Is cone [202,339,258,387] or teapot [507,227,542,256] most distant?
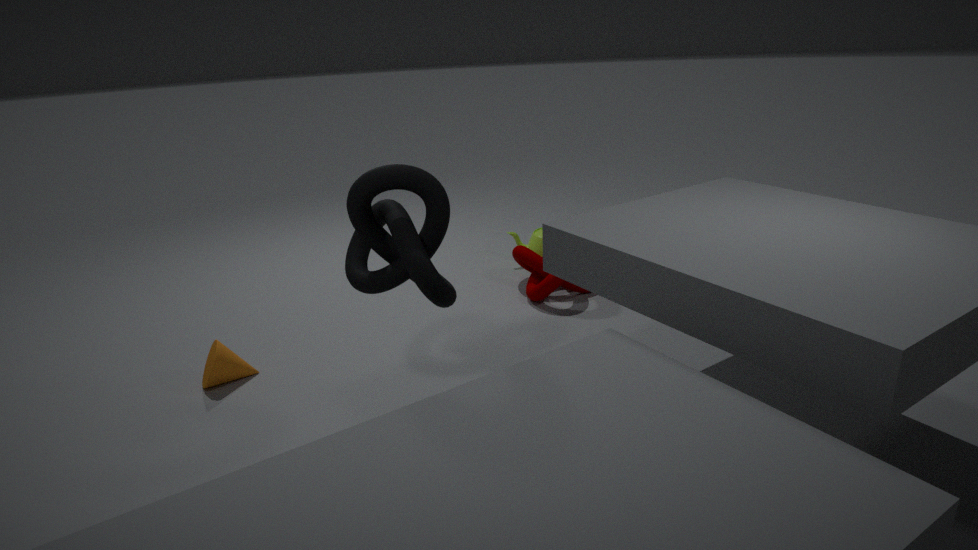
teapot [507,227,542,256]
